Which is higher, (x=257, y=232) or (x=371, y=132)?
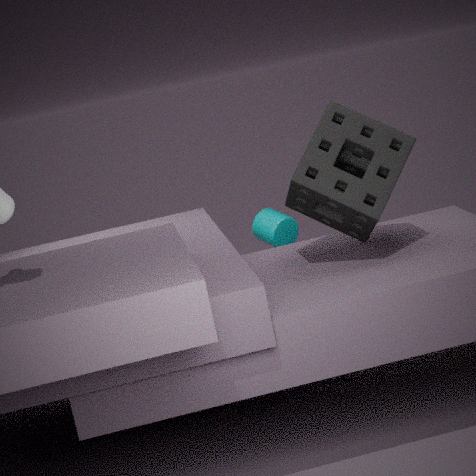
(x=371, y=132)
